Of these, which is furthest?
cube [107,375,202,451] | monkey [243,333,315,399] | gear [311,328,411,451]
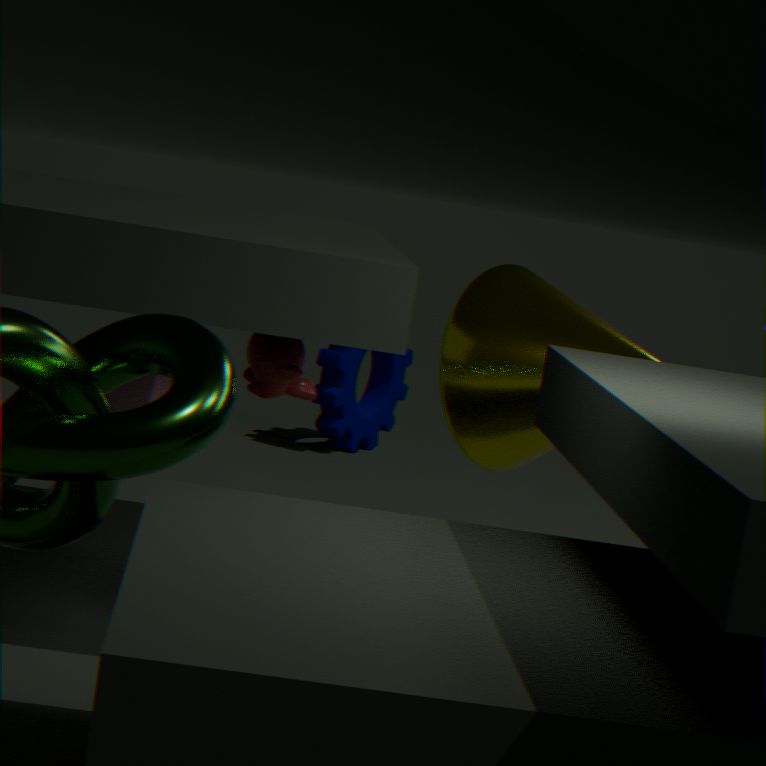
gear [311,328,411,451]
